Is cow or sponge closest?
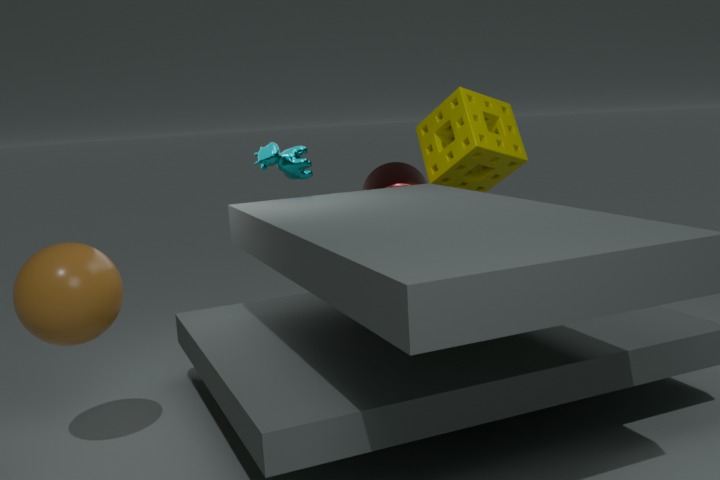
cow
